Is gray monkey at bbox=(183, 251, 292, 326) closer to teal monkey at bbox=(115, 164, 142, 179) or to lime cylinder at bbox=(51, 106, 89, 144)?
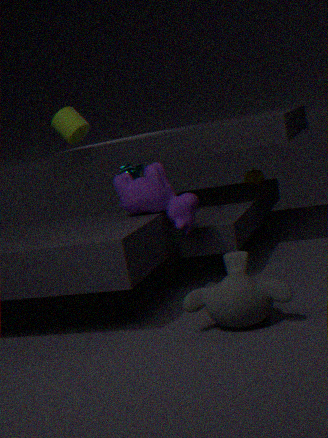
teal monkey at bbox=(115, 164, 142, 179)
